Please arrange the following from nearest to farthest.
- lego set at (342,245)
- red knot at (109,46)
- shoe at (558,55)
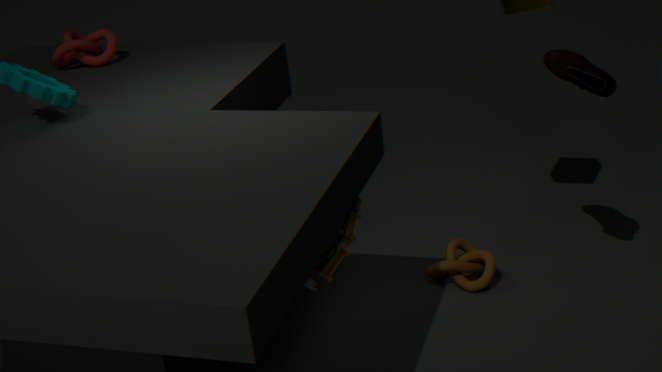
lego set at (342,245) < shoe at (558,55) < red knot at (109,46)
